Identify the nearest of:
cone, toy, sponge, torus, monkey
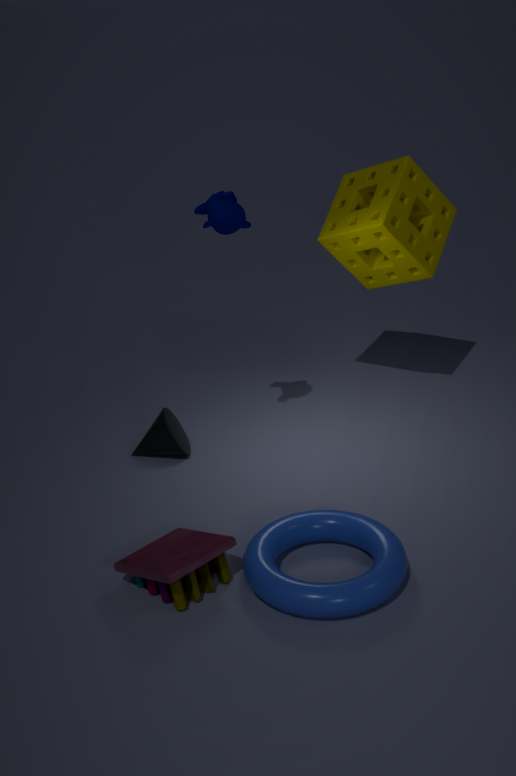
torus
